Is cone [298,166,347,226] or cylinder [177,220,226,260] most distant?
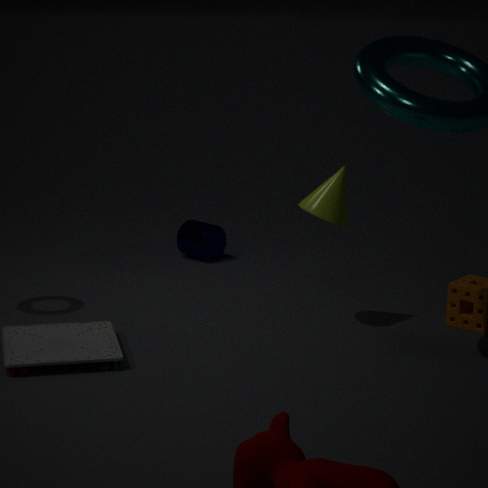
cylinder [177,220,226,260]
